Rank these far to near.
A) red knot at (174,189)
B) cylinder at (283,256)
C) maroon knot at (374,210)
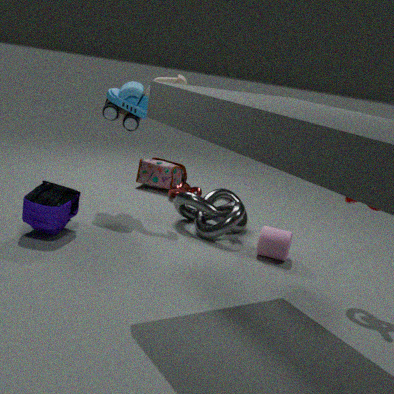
A. red knot at (174,189) < B. cylinder at (283,256) < C. maroon knot at (374,210)
